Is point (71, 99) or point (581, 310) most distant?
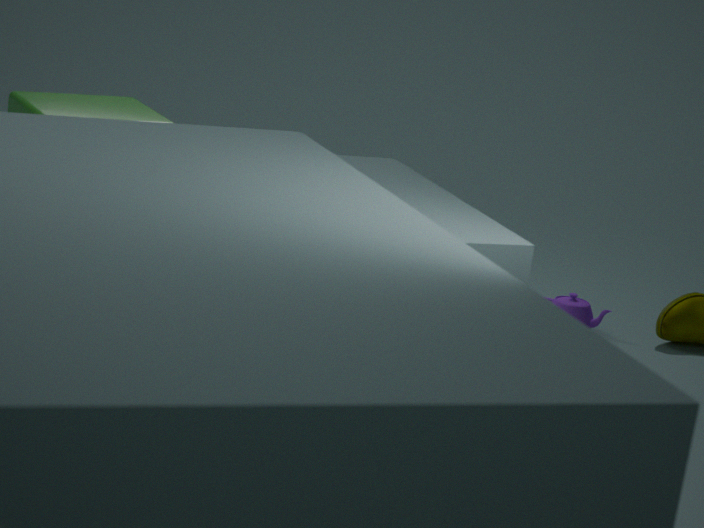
point (581, 310)
